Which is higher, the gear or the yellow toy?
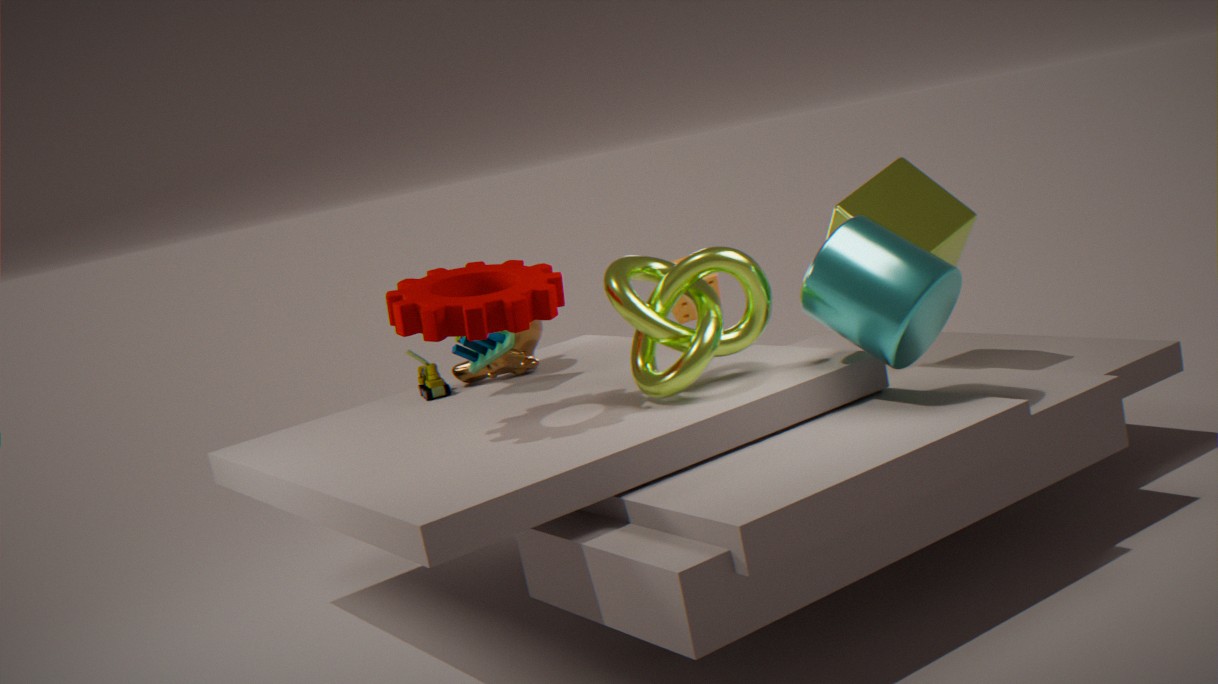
the gear
